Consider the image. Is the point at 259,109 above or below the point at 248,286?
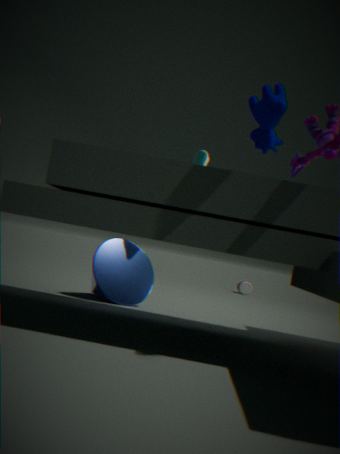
above
